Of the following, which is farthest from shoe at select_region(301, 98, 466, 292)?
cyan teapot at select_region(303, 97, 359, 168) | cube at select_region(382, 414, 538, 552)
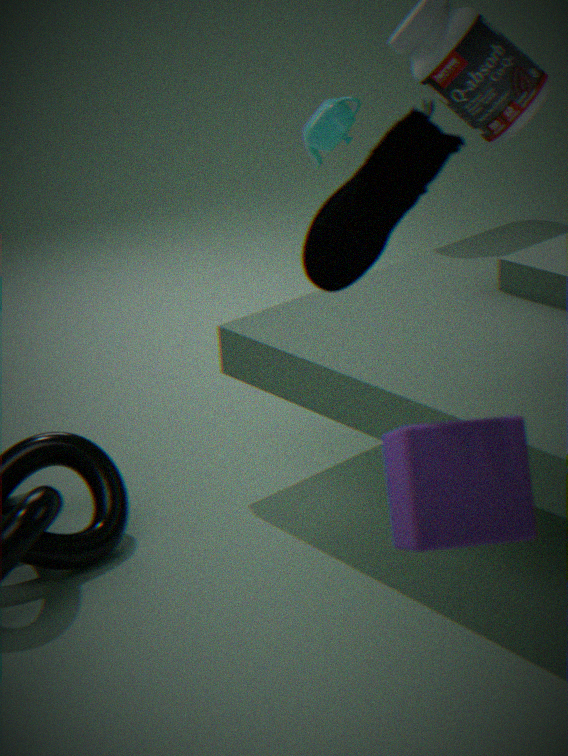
cyan teapot at select_region(303, 97, 359, 168)
